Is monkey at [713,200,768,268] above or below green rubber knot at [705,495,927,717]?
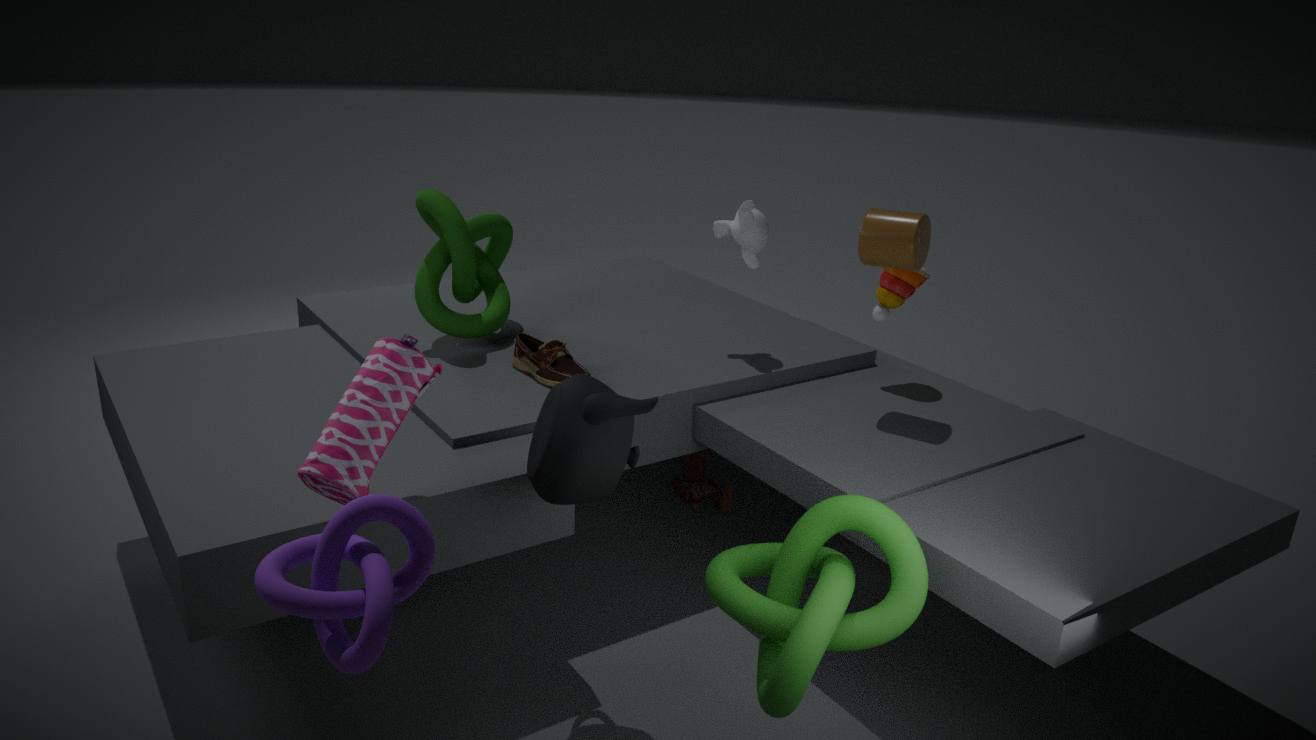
above
